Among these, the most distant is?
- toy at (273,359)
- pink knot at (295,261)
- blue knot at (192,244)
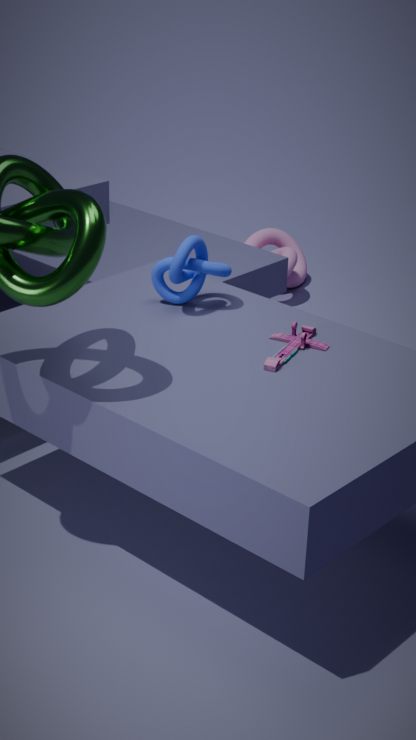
pink knot at (295,261)
